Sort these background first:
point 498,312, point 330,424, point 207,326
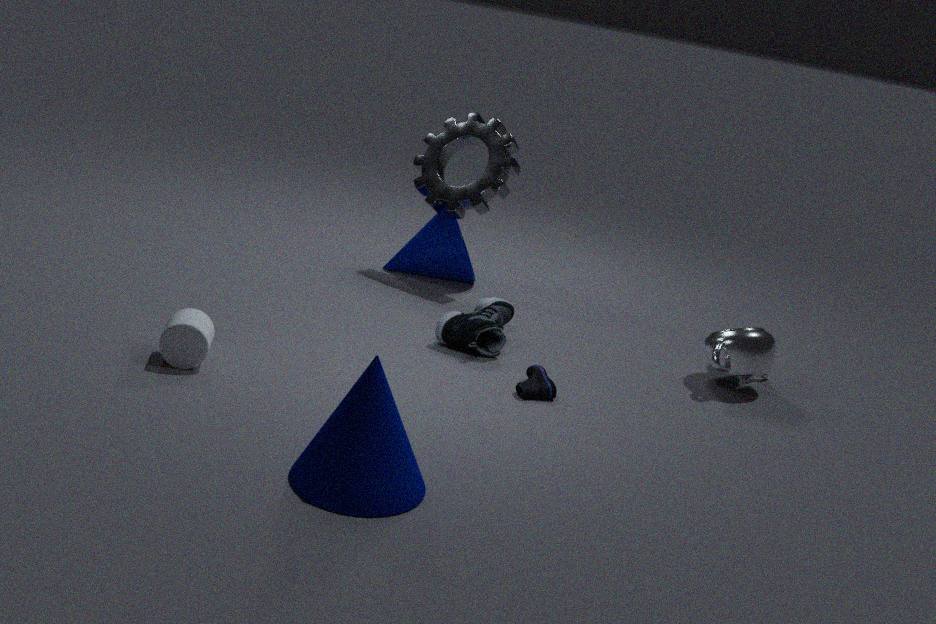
point 498,312
point 207,326
point 330,424
